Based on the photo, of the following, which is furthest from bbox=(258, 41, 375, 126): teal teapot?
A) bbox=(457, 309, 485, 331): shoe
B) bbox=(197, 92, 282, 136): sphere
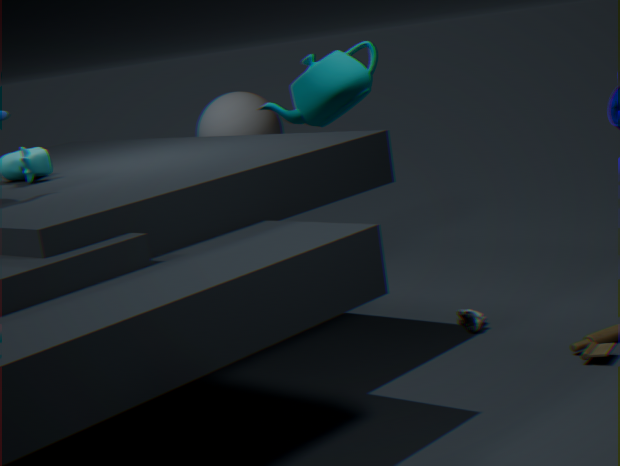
bbox=(197, 92, 282, 136): sphere
